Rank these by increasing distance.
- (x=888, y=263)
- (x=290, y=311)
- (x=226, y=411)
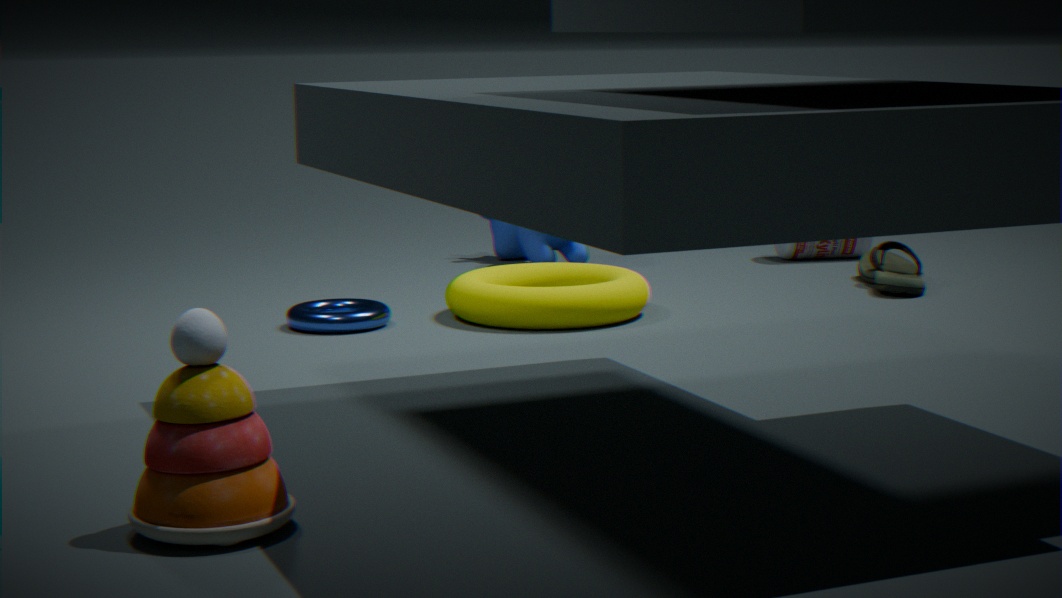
(x=226, y=411)
(x=290, y=311)
(x=888, y=263)
